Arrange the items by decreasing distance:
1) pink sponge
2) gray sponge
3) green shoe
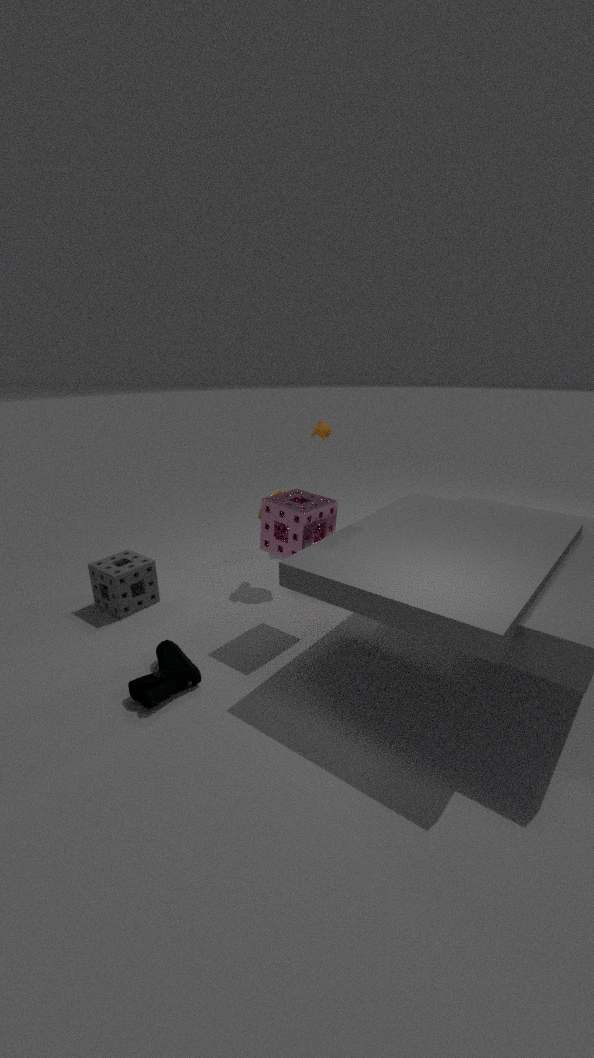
2. gray sponge < 1. pink sponge < 3. green shoe
